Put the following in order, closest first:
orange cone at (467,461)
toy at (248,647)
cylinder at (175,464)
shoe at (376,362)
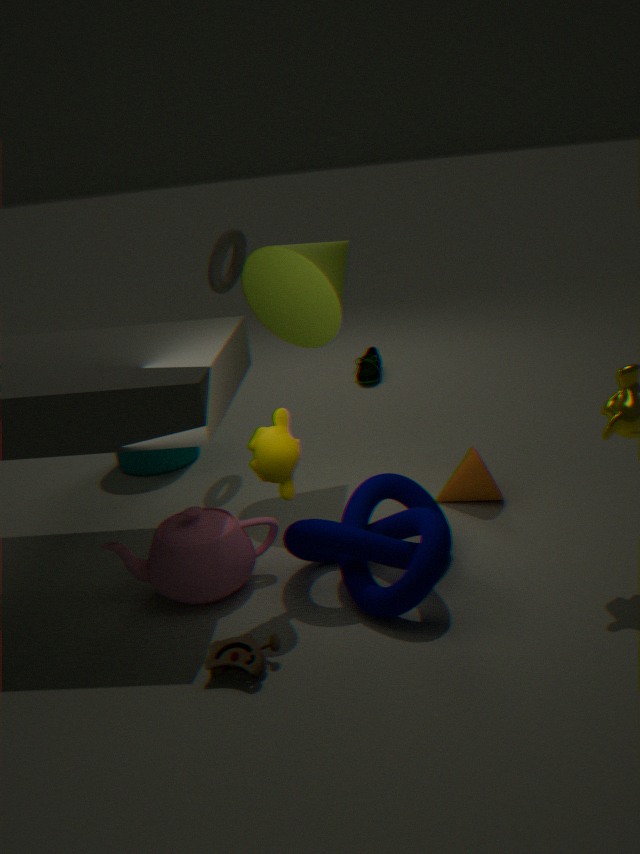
toy at (248,647)
orange cone at (467,461)
cylinder at (175,464)
shoe at (376,362)
